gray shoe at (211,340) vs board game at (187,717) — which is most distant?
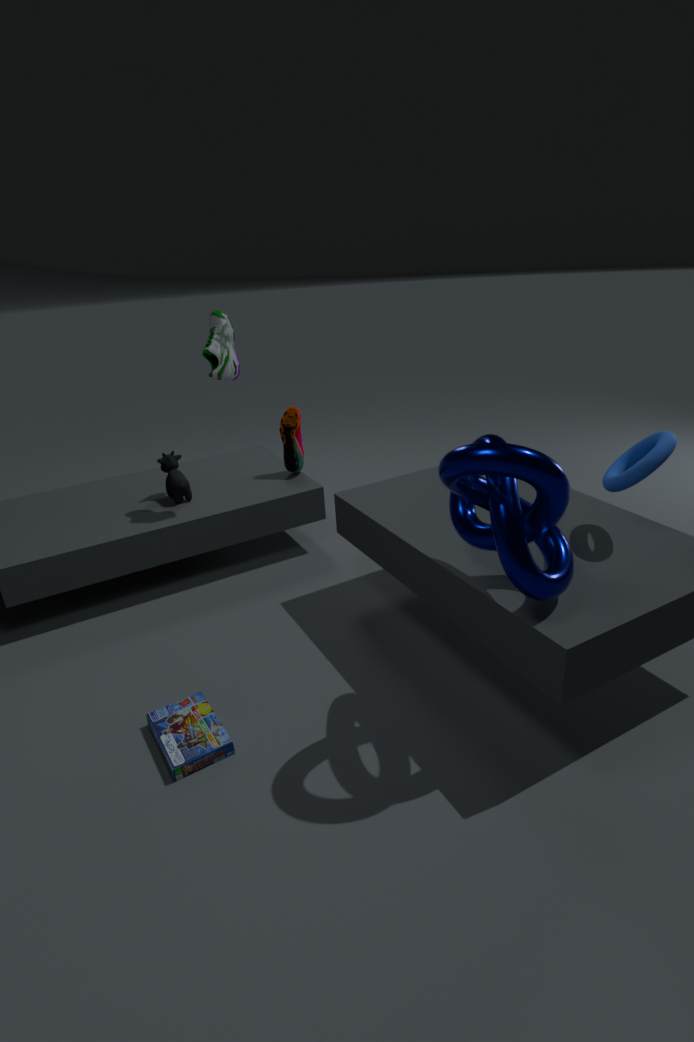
gray shoe at (211,340)
